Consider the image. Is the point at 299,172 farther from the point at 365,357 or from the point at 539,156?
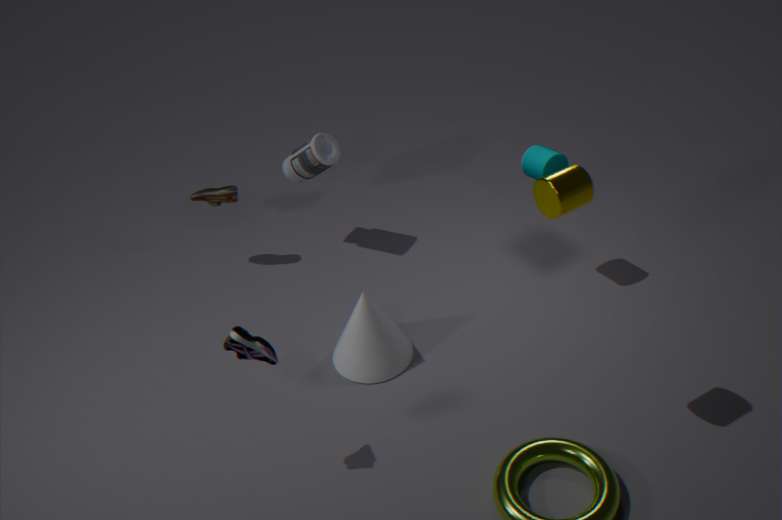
the point at 539,156
